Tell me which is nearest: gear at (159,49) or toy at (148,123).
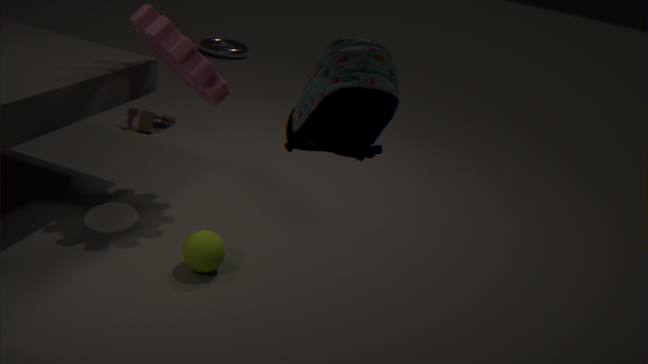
gear at (159,49)
